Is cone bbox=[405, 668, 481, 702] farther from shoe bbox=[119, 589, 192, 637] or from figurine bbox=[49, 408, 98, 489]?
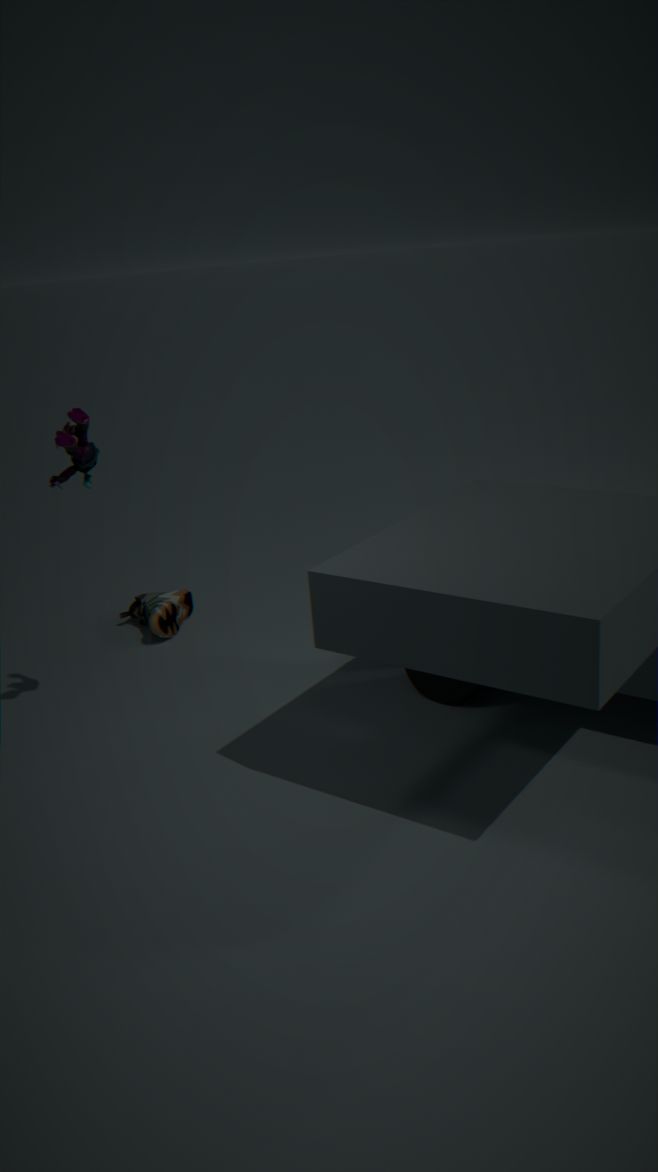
figurine bbox=[49, 408, 98, 489]
